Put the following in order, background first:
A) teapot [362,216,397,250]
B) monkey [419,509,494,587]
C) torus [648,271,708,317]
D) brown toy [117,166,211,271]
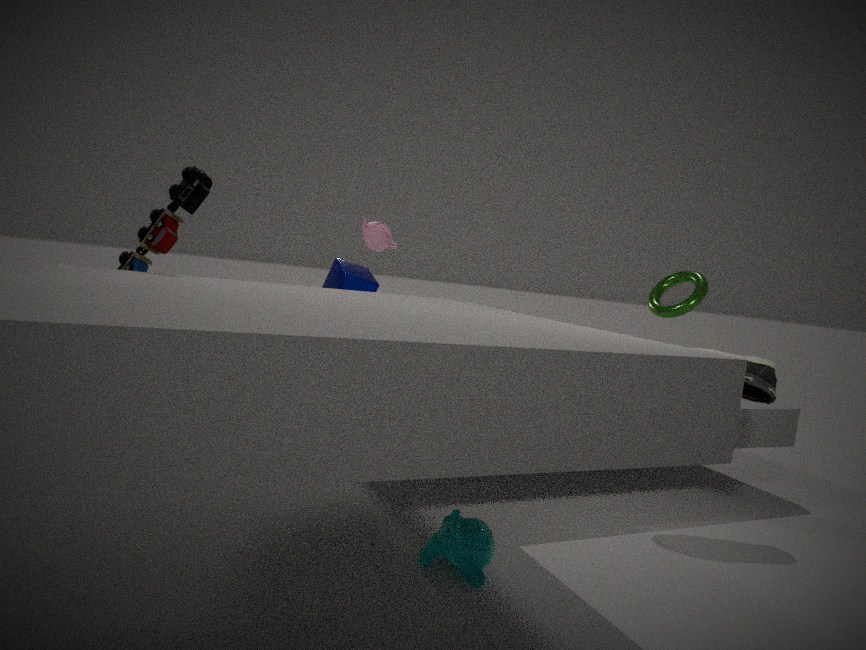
teapot [362,216,397,250], torus [648,271,708,317], brown toy [117,166,211,271], monkey [419,509,494,587]
